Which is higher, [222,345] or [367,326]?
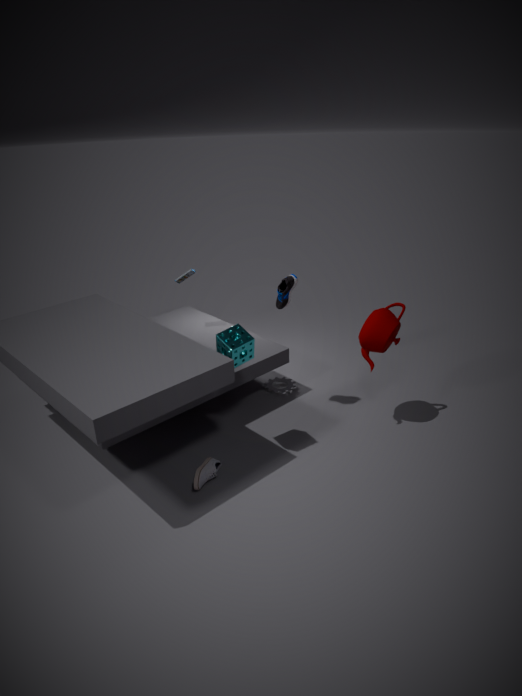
[222,345]
